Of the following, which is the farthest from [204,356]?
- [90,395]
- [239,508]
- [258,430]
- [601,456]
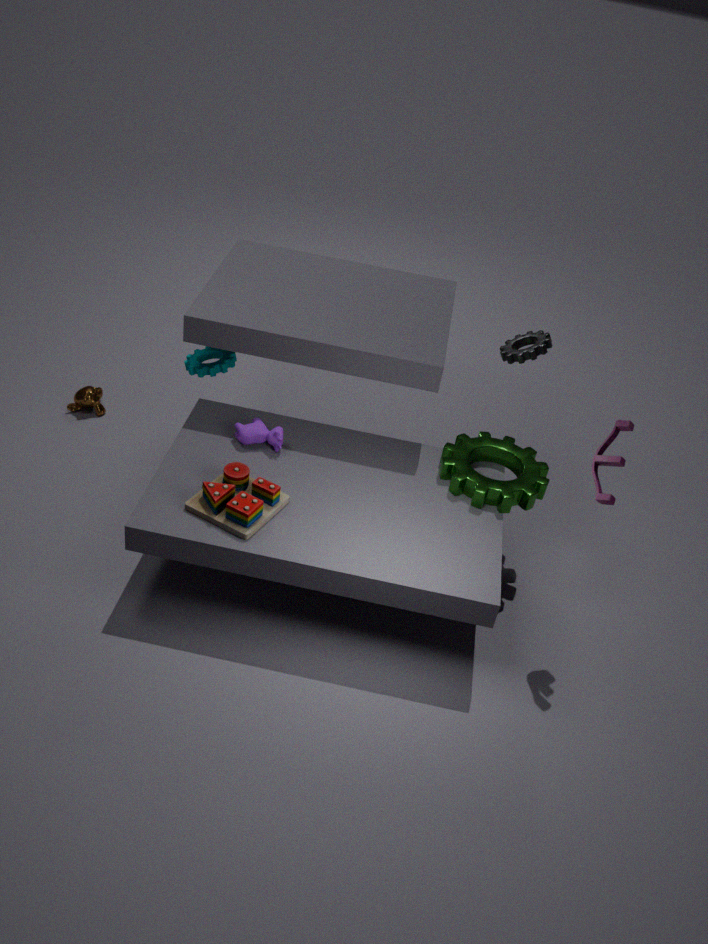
[601,456]
